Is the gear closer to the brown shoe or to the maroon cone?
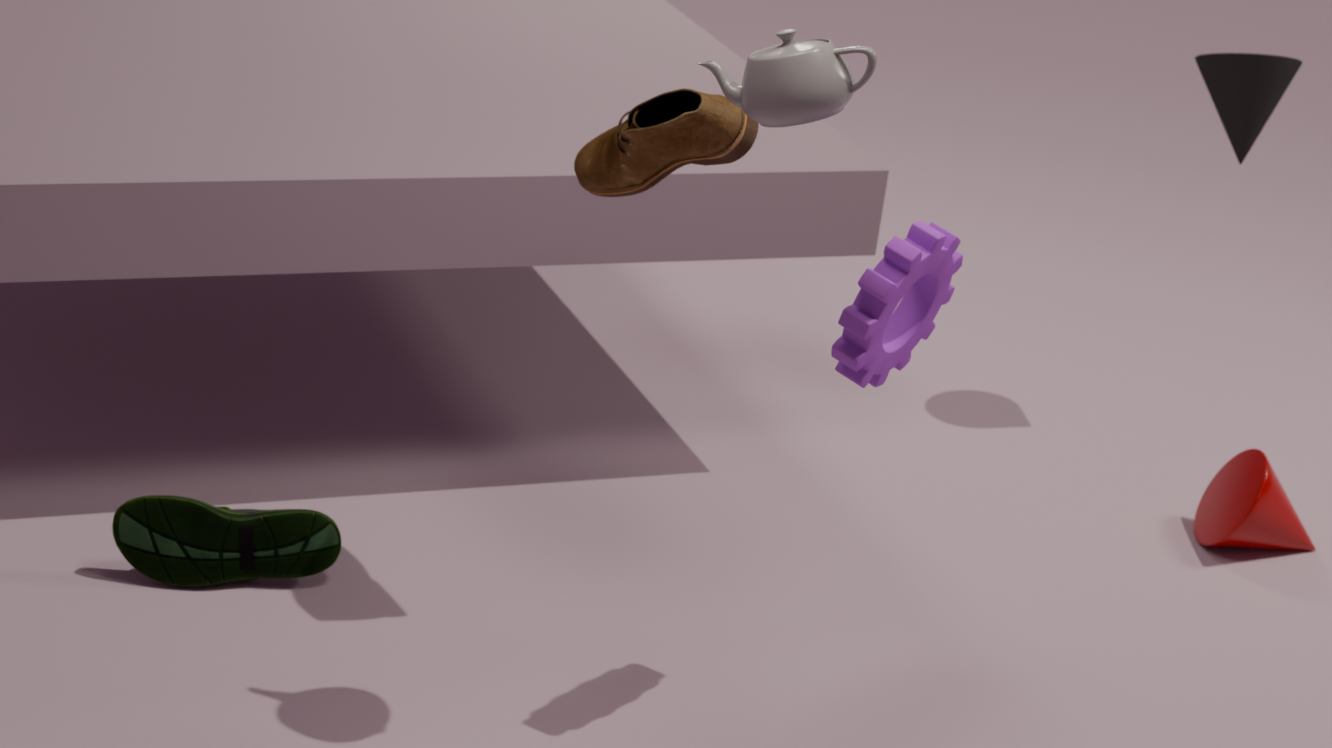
the brown shoe
